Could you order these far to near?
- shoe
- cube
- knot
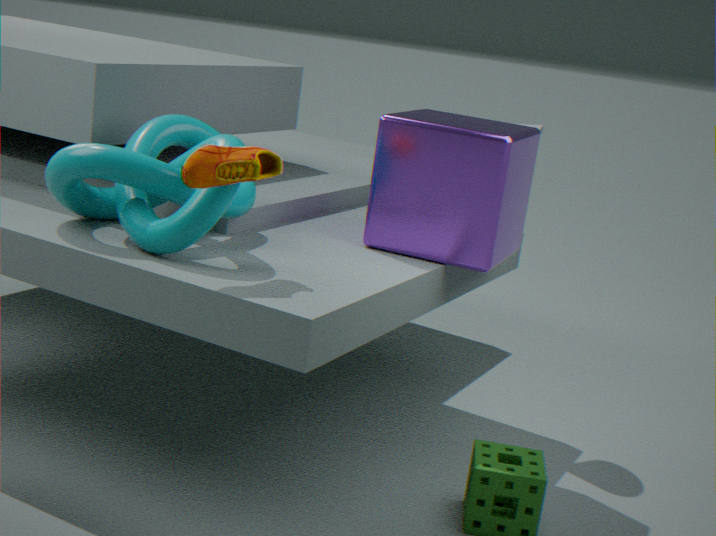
1. cube
2. knot
3. shoe
